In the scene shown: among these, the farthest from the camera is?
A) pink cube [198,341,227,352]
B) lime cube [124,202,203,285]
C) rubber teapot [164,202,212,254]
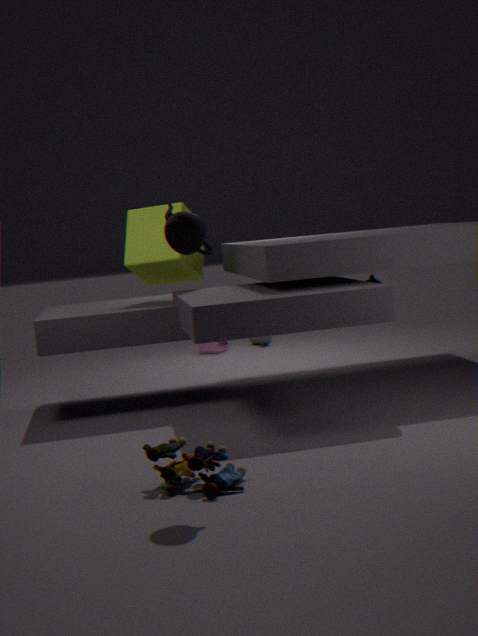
pink cube [198,341,227,352]
